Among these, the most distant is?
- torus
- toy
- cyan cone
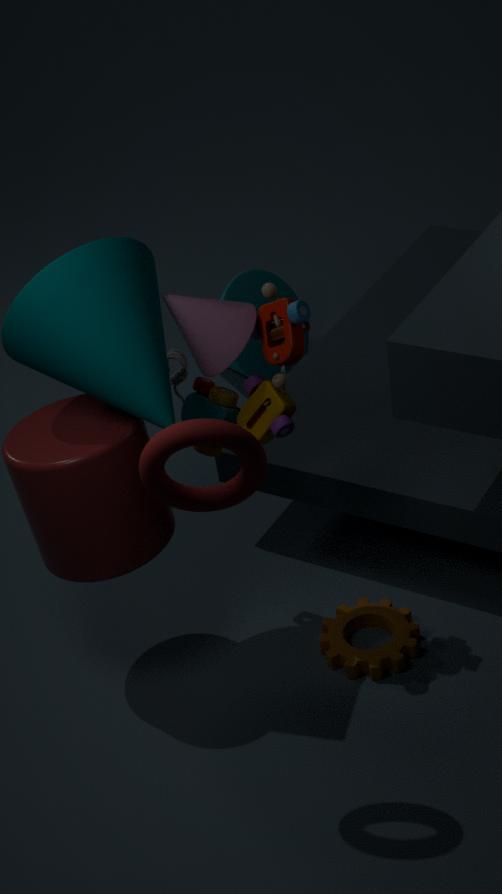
cyan cone
